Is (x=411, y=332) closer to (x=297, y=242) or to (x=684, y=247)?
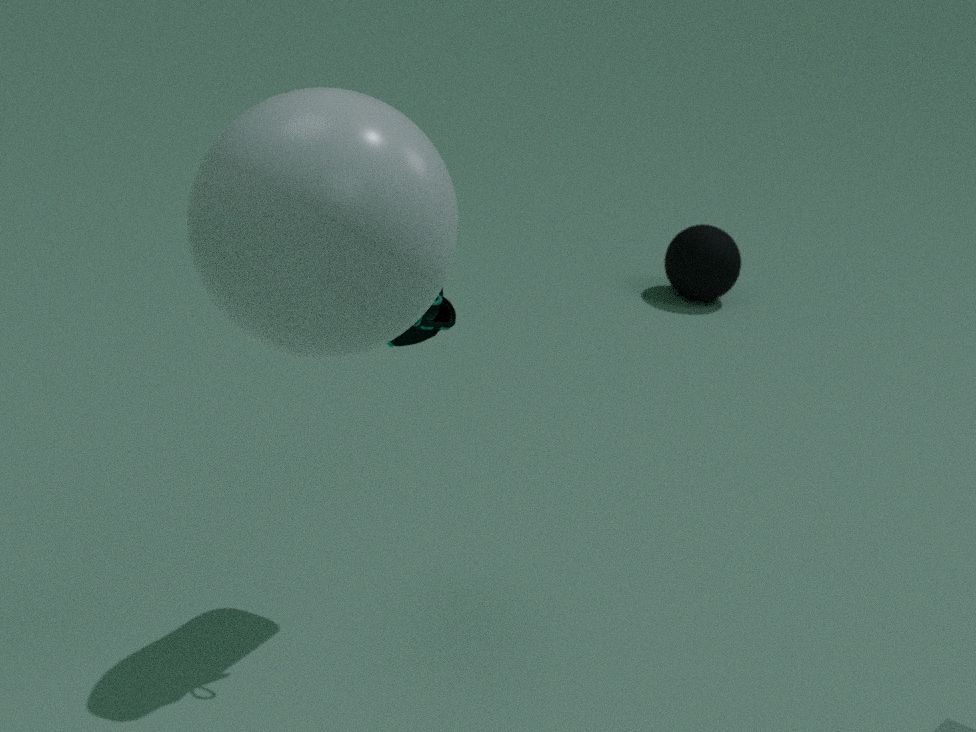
(x=297, y=242)
